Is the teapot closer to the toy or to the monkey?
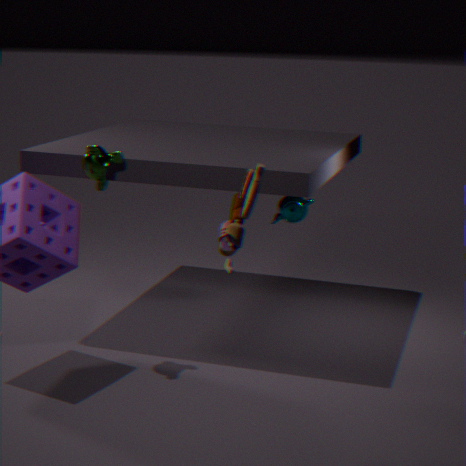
the monkey
